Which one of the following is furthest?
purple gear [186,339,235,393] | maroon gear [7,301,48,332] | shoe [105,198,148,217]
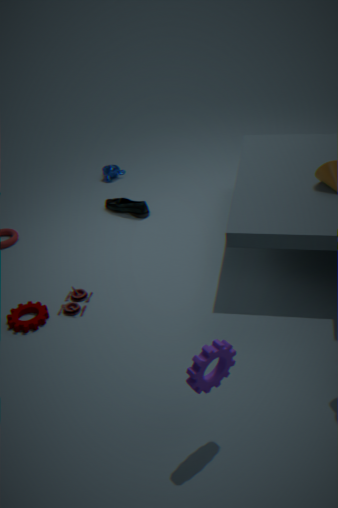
shoe [105,198,148,217]
